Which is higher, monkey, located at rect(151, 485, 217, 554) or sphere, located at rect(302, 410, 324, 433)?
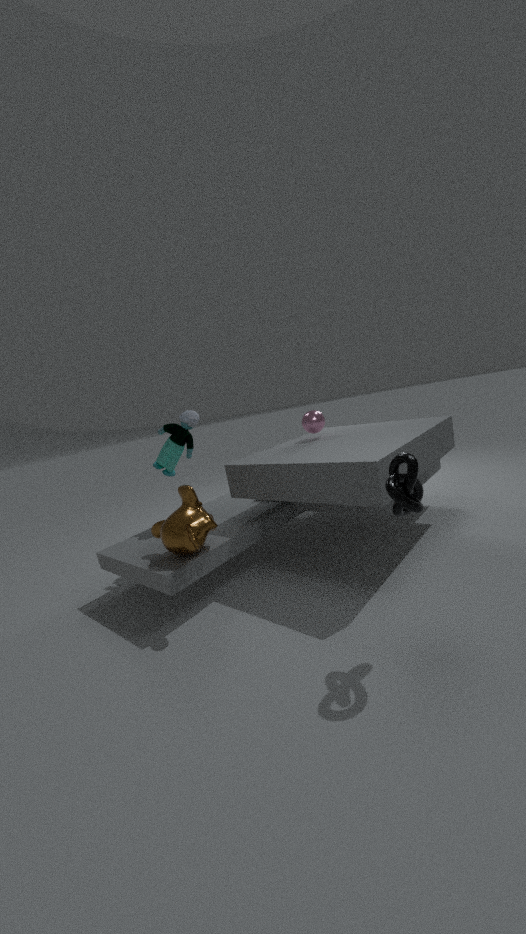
sphere, located at rect(302, 410, 324, 433)
